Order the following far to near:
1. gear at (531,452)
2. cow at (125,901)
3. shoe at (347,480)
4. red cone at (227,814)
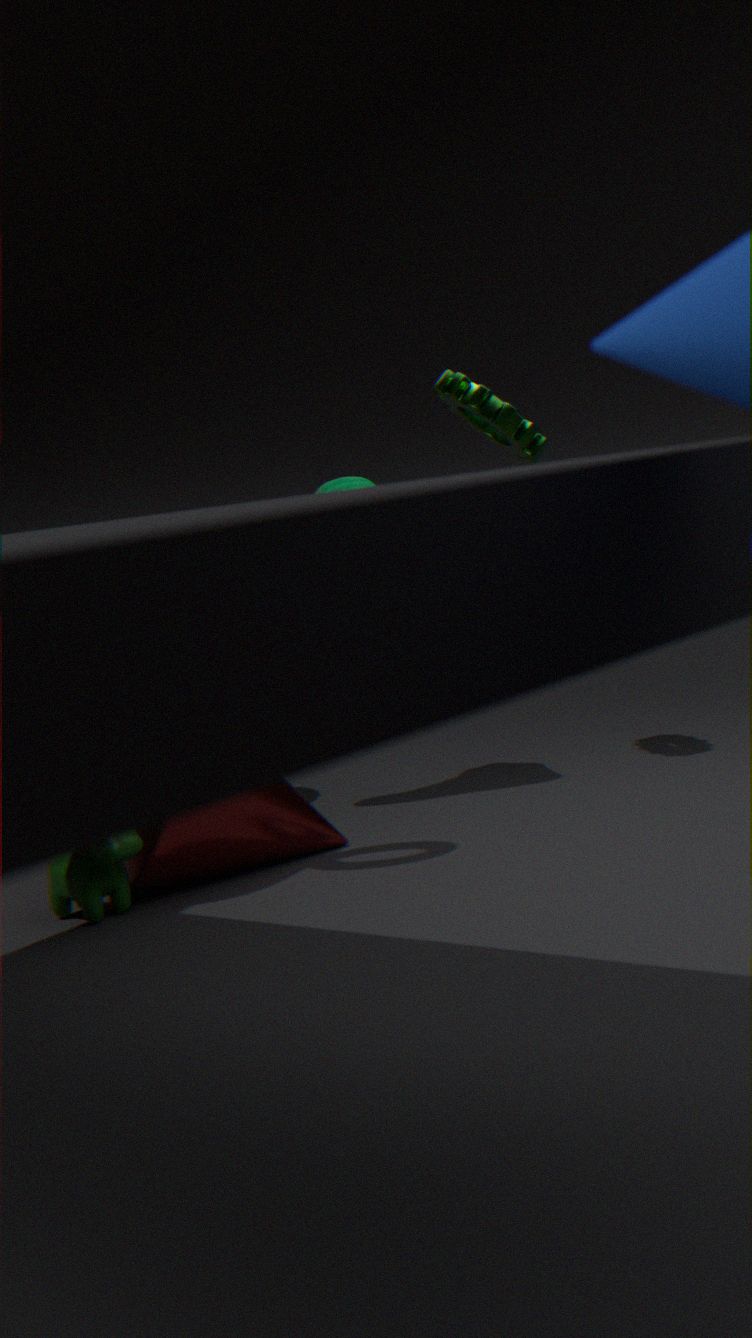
1. shoe at (347,480)
2. gear at (531,452)
3. red cone at (227,814)
4. cow at (125,901)
